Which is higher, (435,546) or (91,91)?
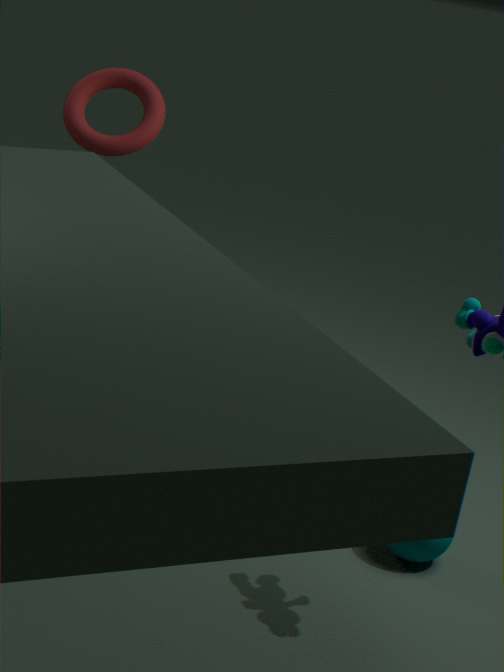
(91,91)
